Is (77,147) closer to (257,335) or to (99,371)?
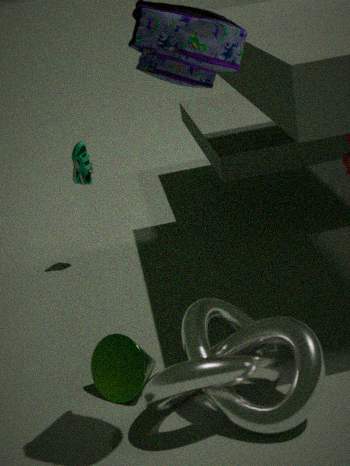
(99,371)
